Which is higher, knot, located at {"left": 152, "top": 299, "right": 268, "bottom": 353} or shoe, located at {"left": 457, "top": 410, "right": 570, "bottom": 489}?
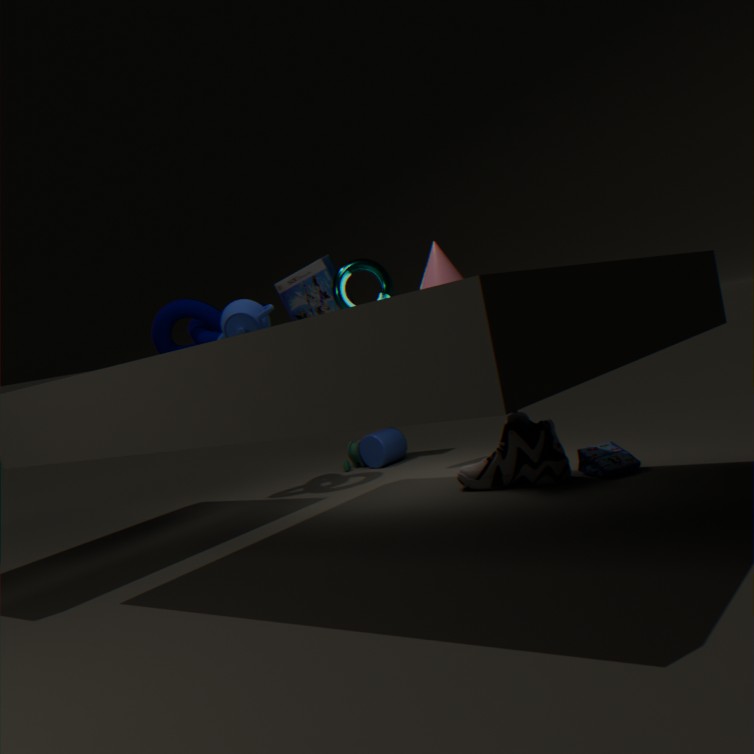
knot, located at {"left": 152, "top": 299, "right": 268, "bottom": 353}
